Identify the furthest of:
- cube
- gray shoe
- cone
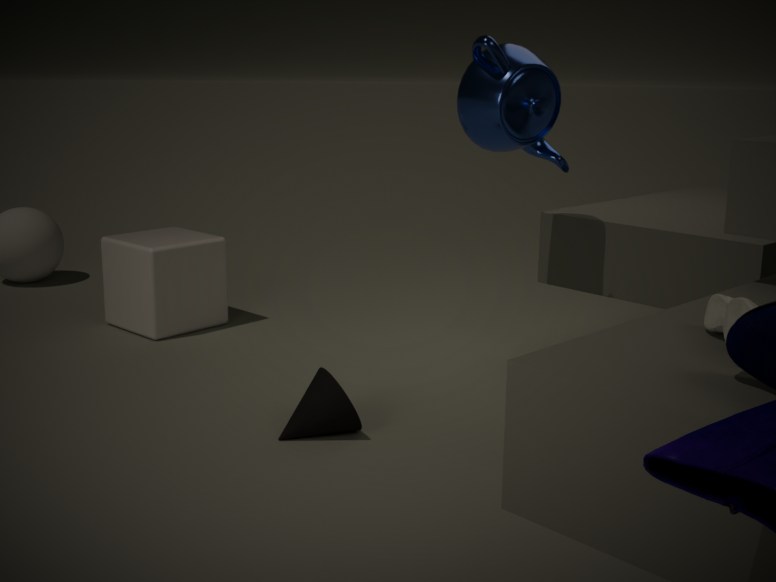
cube
